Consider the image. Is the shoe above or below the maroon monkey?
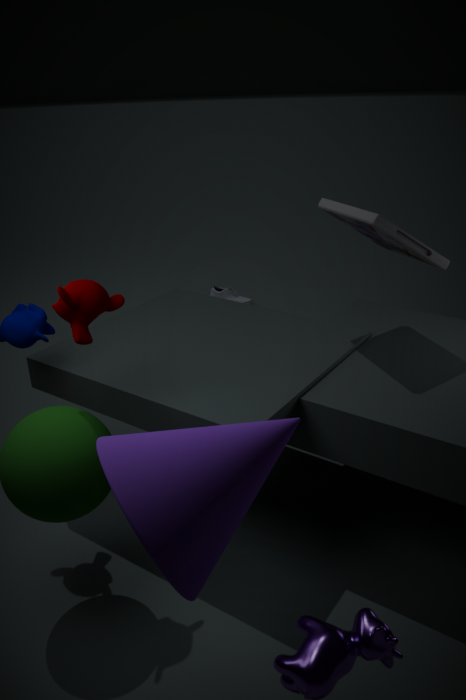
below
